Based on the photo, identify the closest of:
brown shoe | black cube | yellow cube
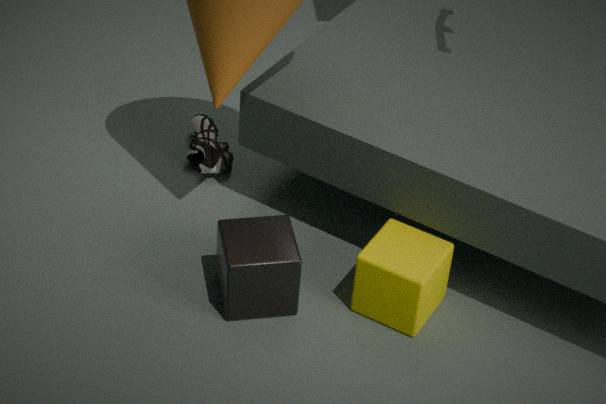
black cube
